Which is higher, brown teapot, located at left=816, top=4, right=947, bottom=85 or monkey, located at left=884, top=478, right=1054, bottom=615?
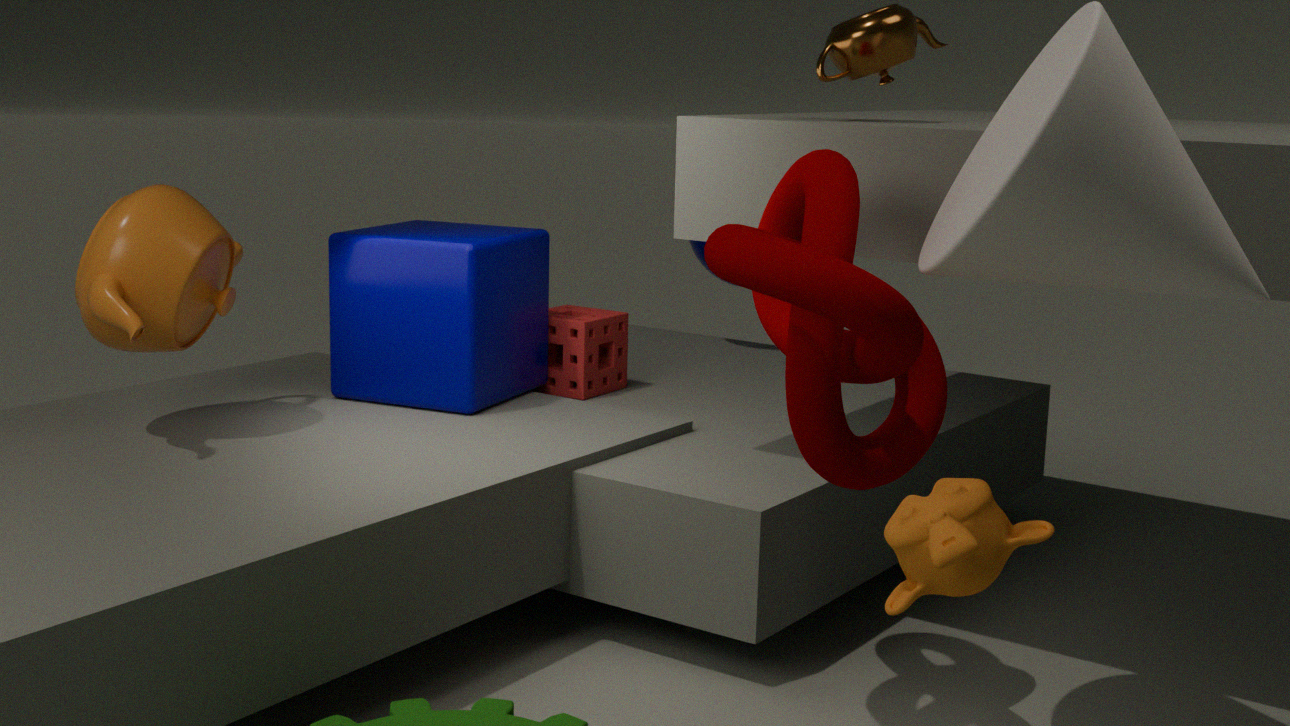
brown teapot, located at left=816, top=4, right=947, bottom=85
